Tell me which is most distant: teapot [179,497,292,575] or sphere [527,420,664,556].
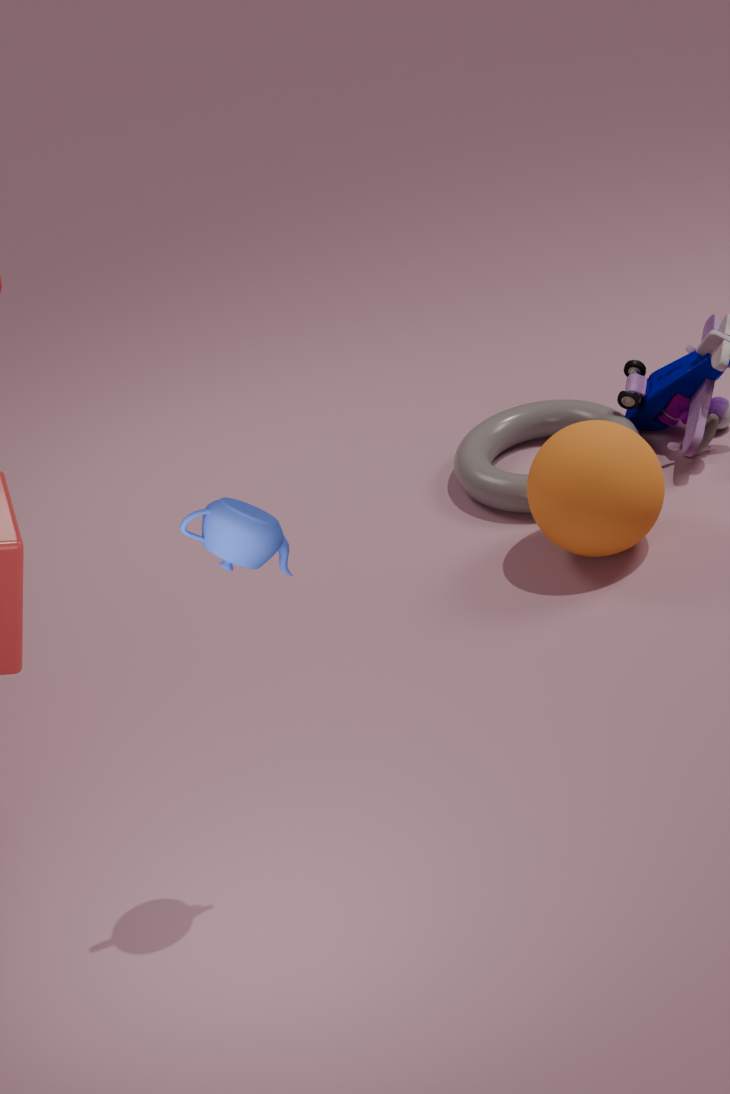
sphere [527,420,664,556]
